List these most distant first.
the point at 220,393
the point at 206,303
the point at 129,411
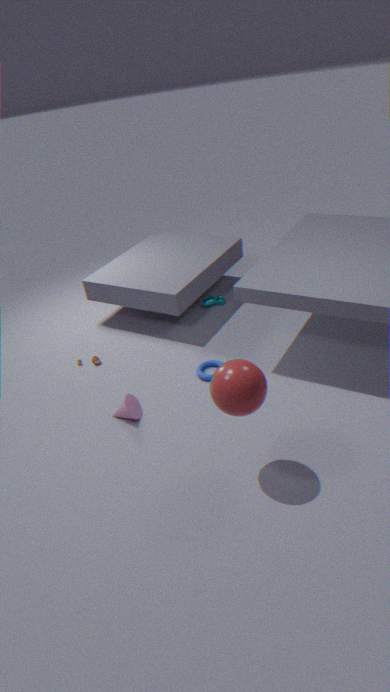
the point at 206,303 → the point at 129,411 → the point at 220,393
